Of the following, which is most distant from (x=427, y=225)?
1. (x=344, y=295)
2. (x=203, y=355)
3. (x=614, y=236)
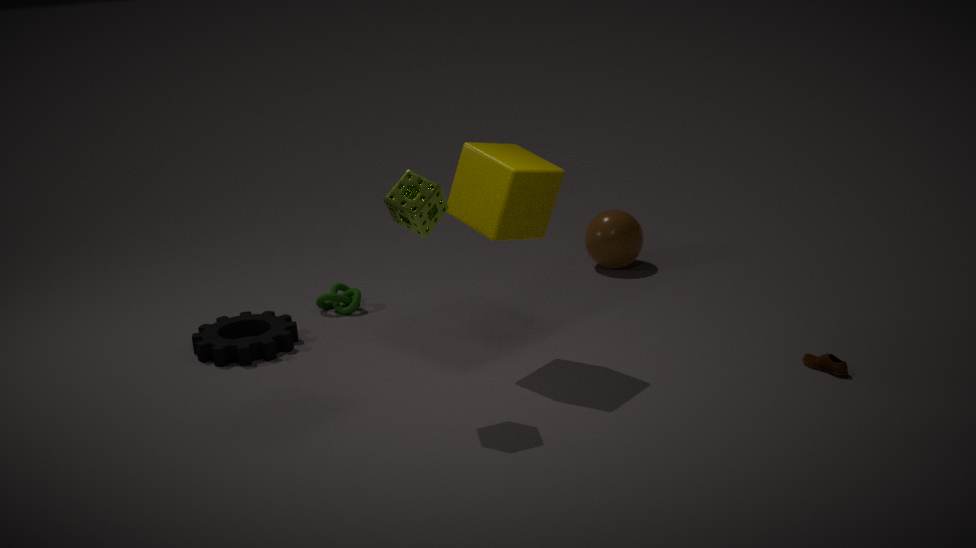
(x=614, y=236)
